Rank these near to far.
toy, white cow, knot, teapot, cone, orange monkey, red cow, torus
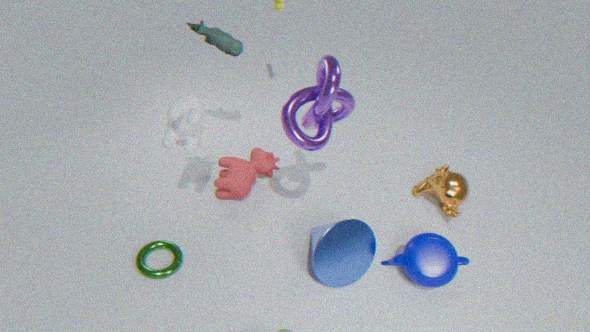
knot, white cow, torus, cone, teapot, toy, red cow, orange monkey
